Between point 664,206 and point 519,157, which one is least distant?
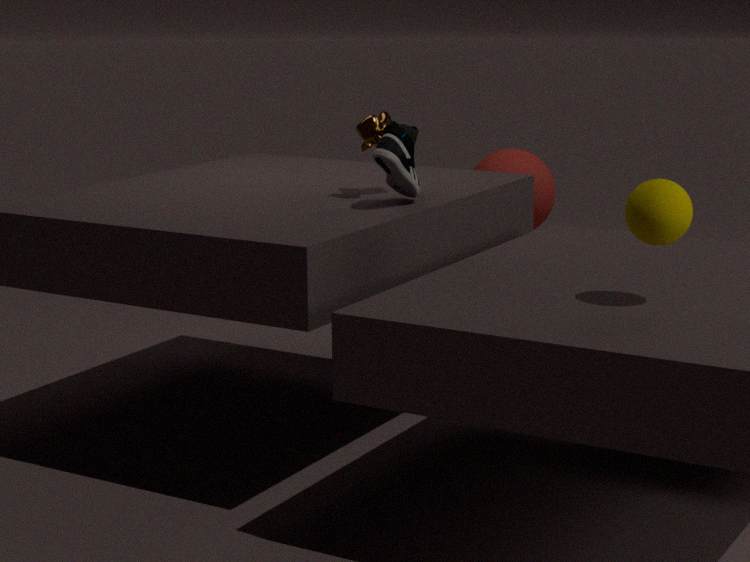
point 664,206
